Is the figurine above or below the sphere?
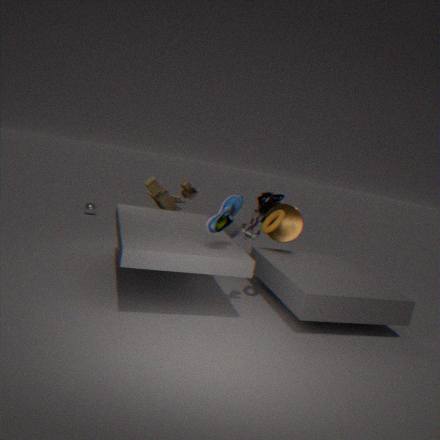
above
